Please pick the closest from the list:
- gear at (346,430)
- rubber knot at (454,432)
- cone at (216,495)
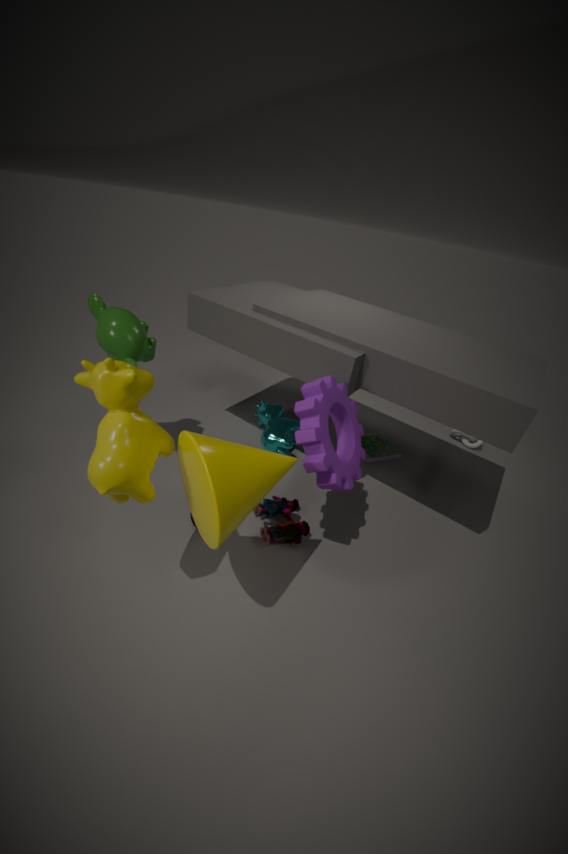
cone at (216,495)
